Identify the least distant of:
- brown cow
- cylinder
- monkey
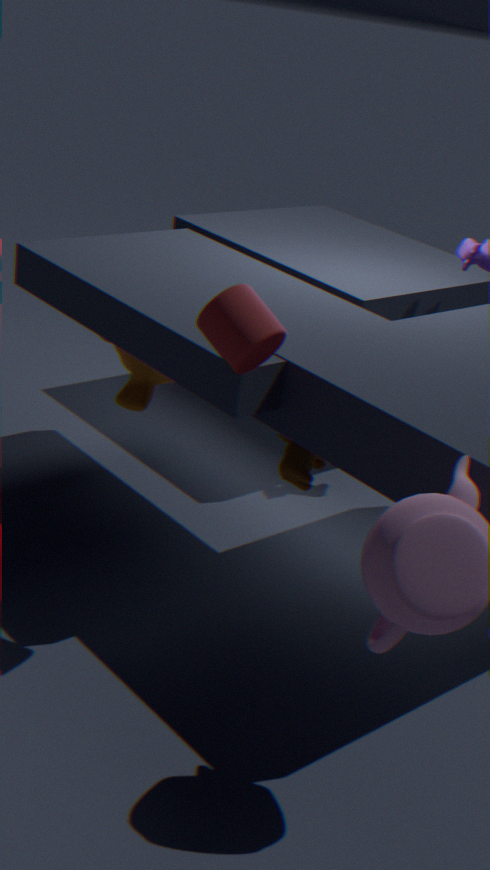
cylinder
